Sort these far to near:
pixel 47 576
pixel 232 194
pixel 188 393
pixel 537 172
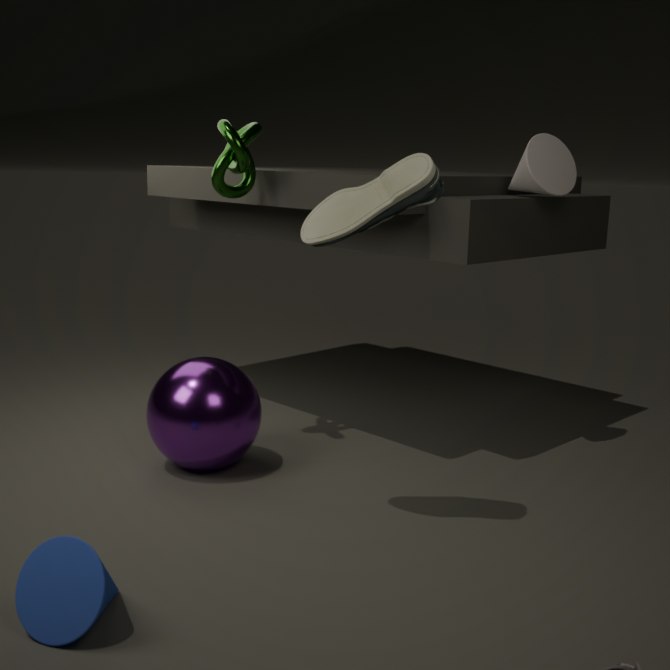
pixel 232 194
pixel 537 172
pixel 188 393
pixel 47 576
